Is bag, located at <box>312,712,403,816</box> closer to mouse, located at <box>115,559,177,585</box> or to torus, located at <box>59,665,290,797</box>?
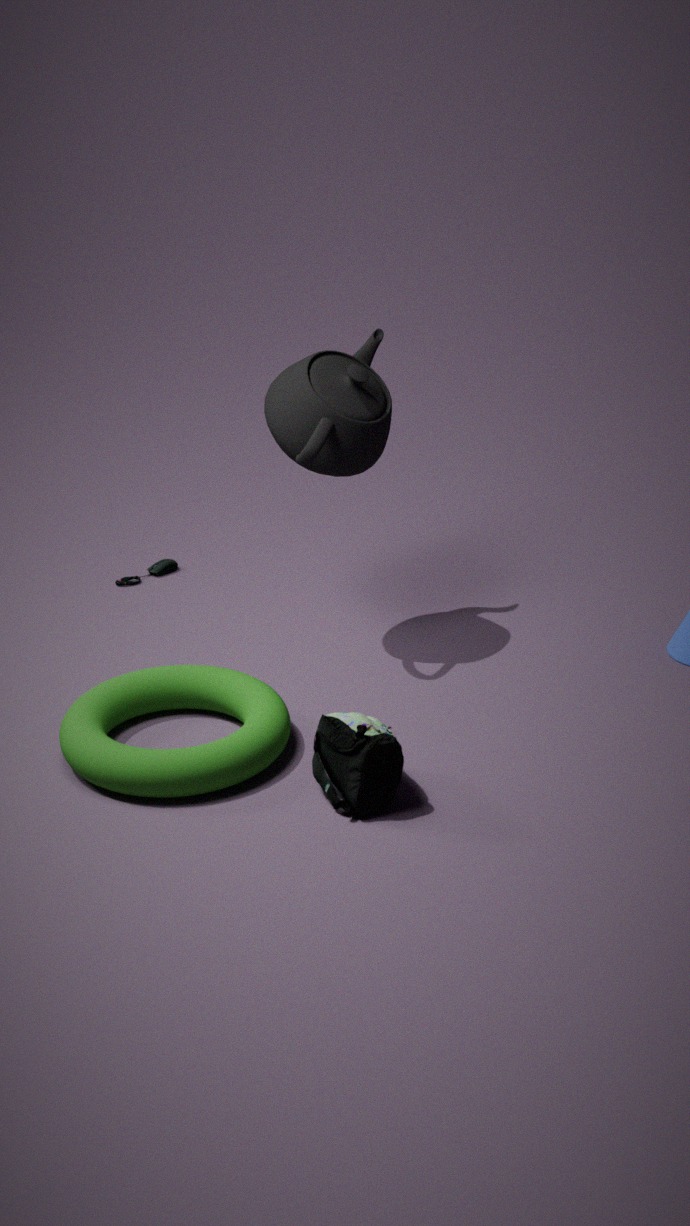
torus, located at <box>59,665,290,797</box>
